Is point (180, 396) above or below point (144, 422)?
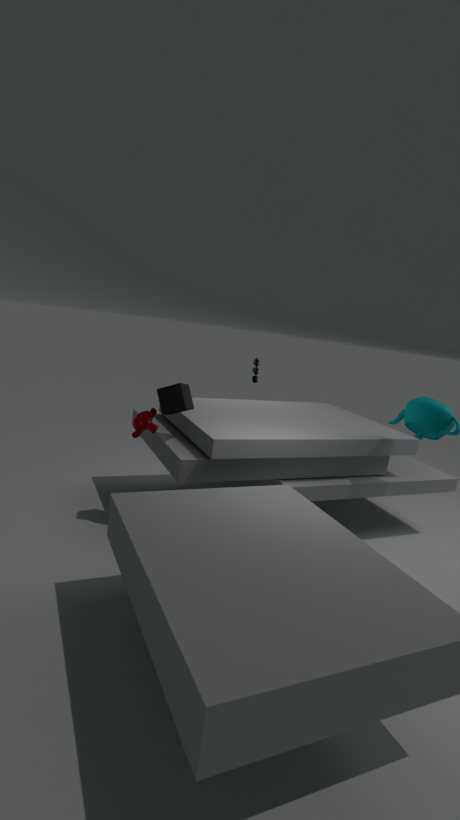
above
